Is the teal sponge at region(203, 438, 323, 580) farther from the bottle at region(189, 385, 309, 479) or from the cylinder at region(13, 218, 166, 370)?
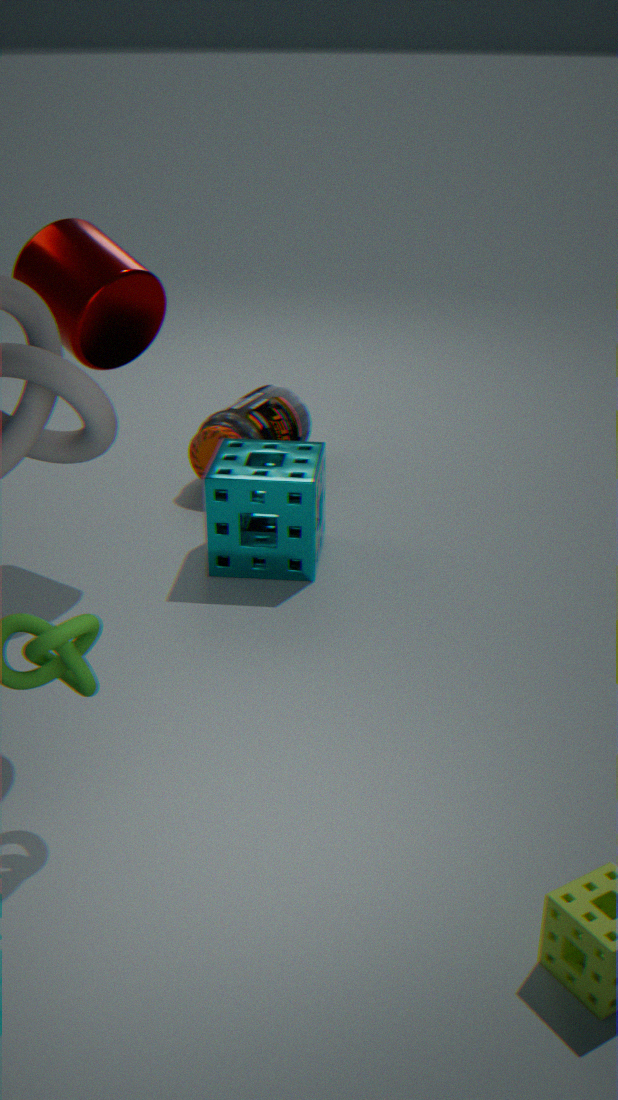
the cylinder at region(13, 218, 166, 370)
